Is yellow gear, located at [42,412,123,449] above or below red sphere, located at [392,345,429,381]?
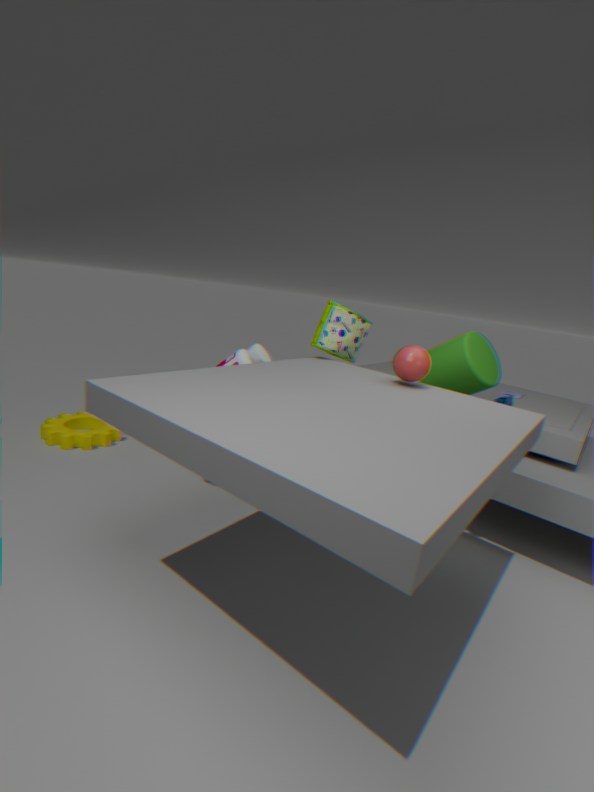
below
